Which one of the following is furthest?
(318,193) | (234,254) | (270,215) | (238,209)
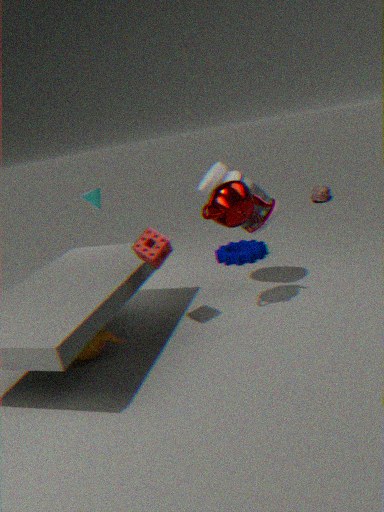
(318,193)
